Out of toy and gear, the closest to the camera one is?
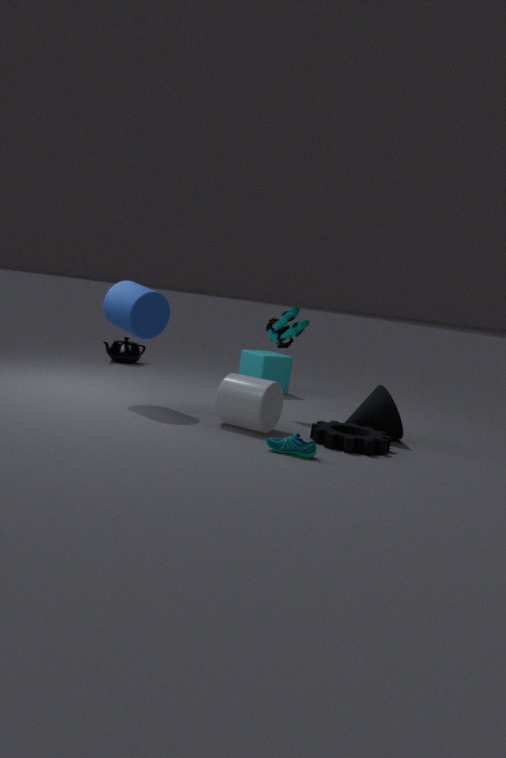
gear
